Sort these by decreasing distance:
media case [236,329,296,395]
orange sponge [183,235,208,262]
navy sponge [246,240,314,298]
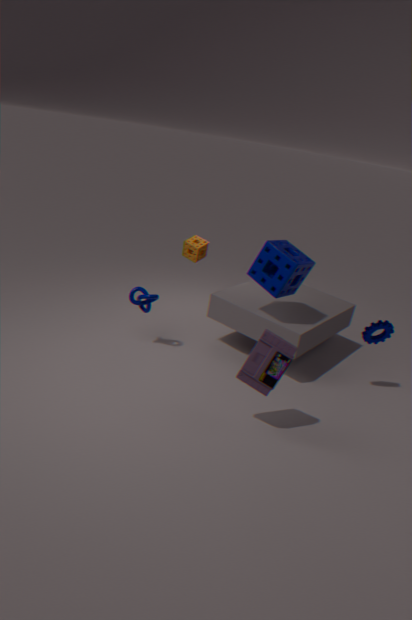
orange sponge [183,235,208,262]
navy sponge [246,240,314,298]
media case [236,329,296,395]
